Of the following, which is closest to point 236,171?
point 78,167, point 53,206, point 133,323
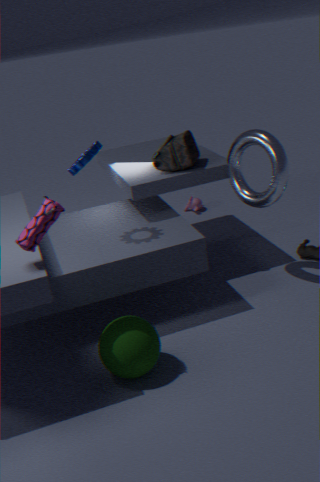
point 78,167
